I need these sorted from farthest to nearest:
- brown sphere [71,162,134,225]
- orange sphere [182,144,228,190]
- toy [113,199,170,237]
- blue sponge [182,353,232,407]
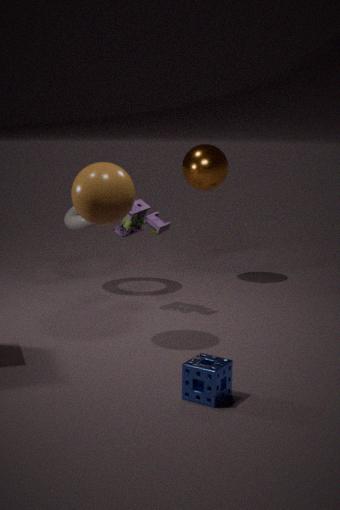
orange sphere [182,144,228,190], toy [113,199,170,237], brown sphere [71,162,134,225], blue sponge [182,353,232,407]
